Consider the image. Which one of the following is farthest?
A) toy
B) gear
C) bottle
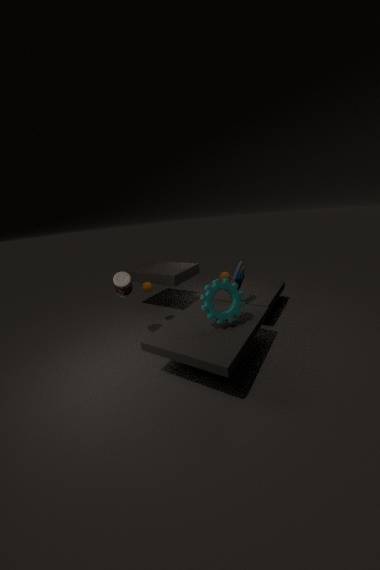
toy
